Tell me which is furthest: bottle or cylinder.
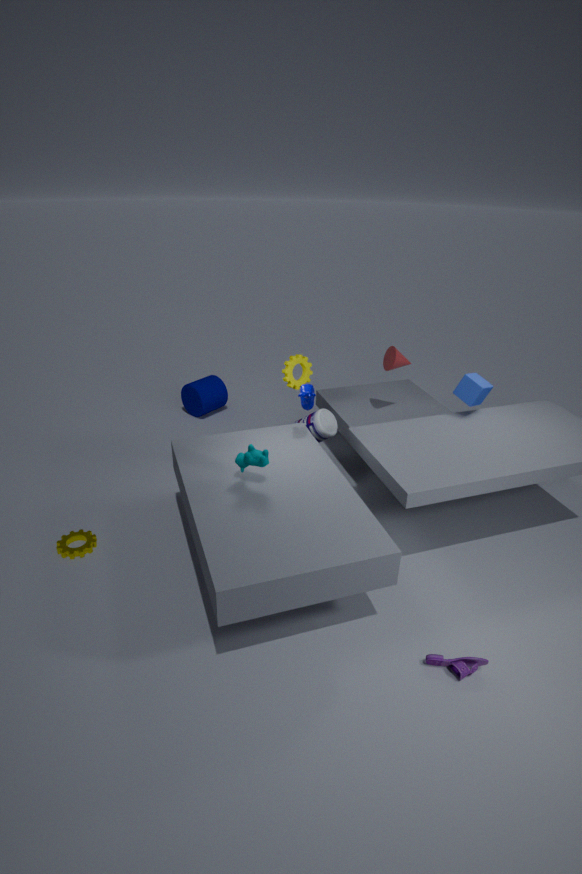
cylinder
